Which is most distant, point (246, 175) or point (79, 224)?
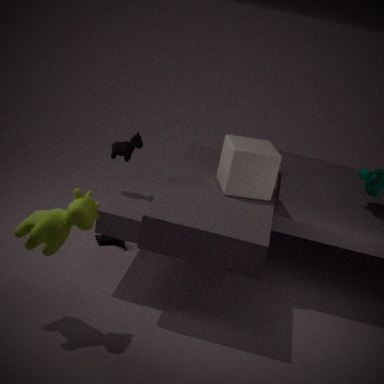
point (246, 175)
